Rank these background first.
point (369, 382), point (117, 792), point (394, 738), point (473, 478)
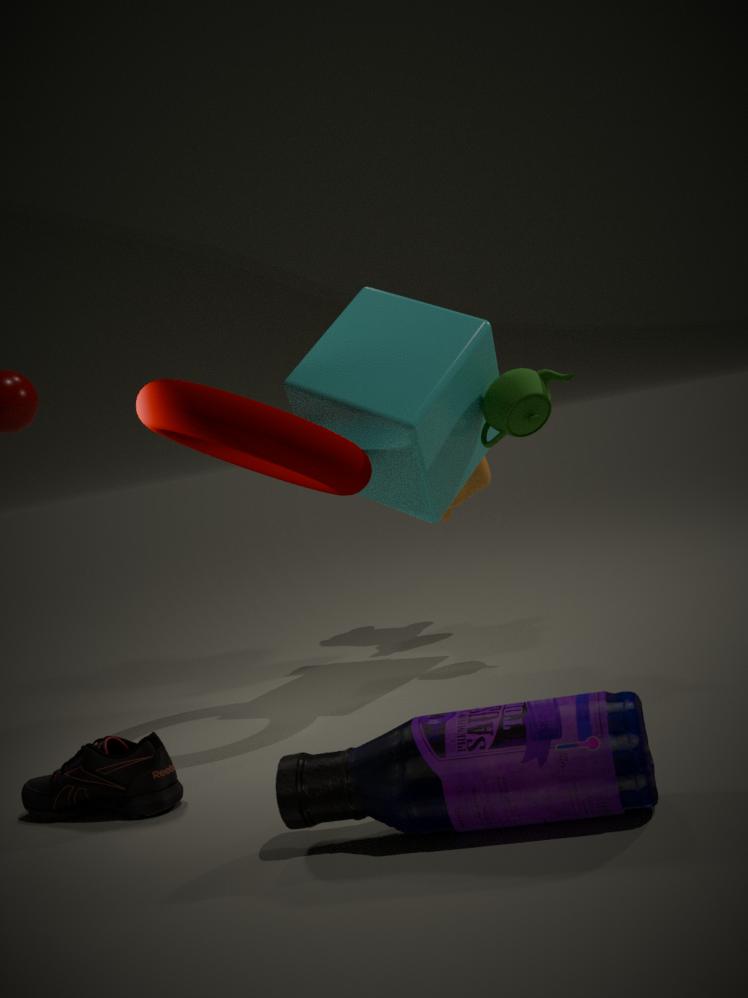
point (473, 478) → point (369, 382) → point (117, 792) → point (394, 738)
